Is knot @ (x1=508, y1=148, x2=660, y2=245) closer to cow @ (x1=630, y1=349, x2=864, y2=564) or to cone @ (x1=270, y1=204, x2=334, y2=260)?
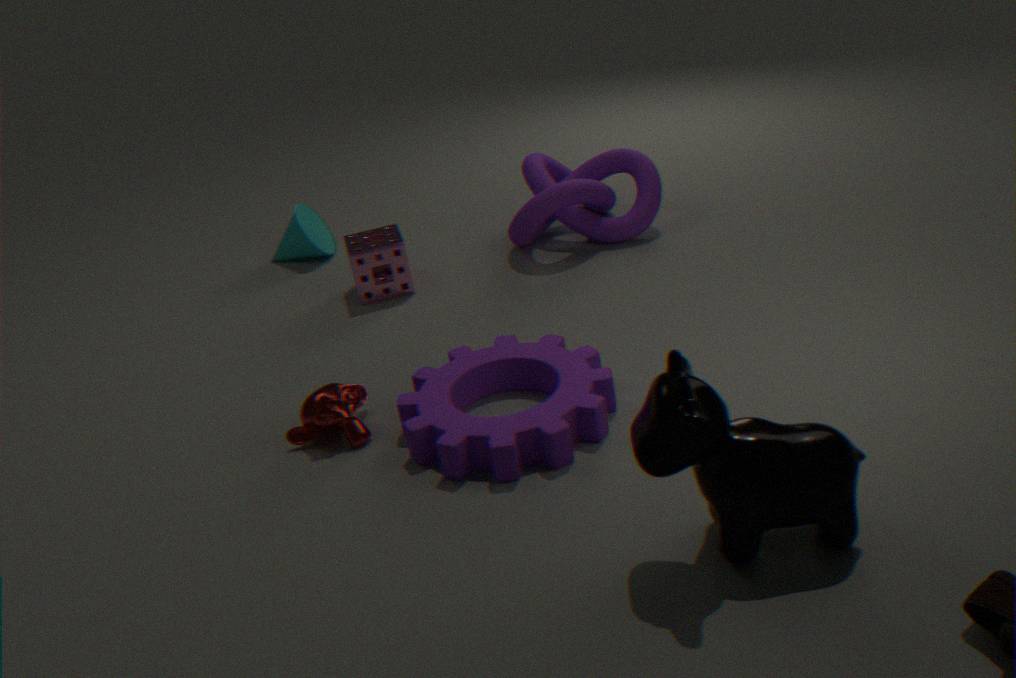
cone @ (x1=270, y1=204, x2=334, y2=260)
